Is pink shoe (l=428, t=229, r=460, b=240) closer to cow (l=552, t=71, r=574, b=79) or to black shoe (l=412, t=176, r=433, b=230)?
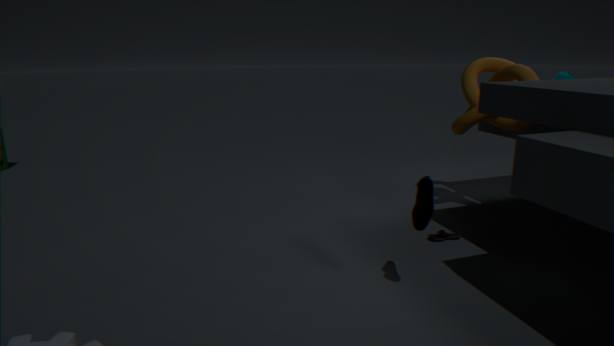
black shoe (l=412, t=176, r=433, b=230)
